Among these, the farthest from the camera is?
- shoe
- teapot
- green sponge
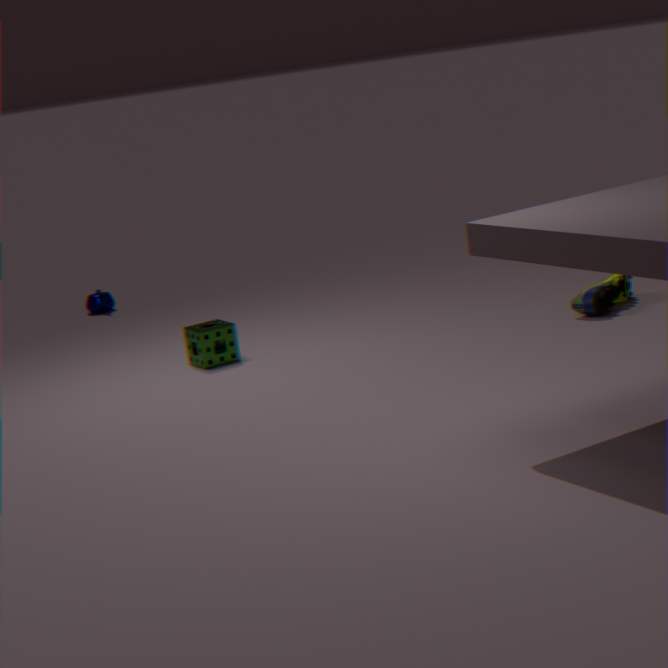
teapot
